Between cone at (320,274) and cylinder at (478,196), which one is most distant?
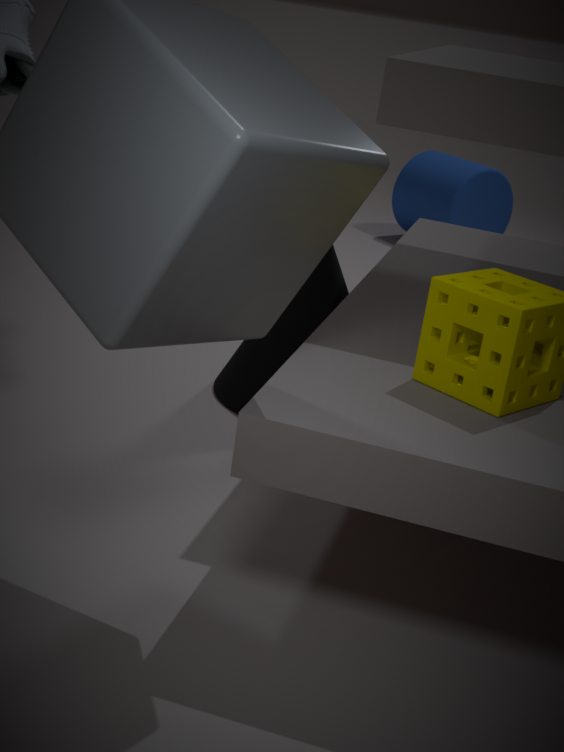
cylinder at (478,196)
